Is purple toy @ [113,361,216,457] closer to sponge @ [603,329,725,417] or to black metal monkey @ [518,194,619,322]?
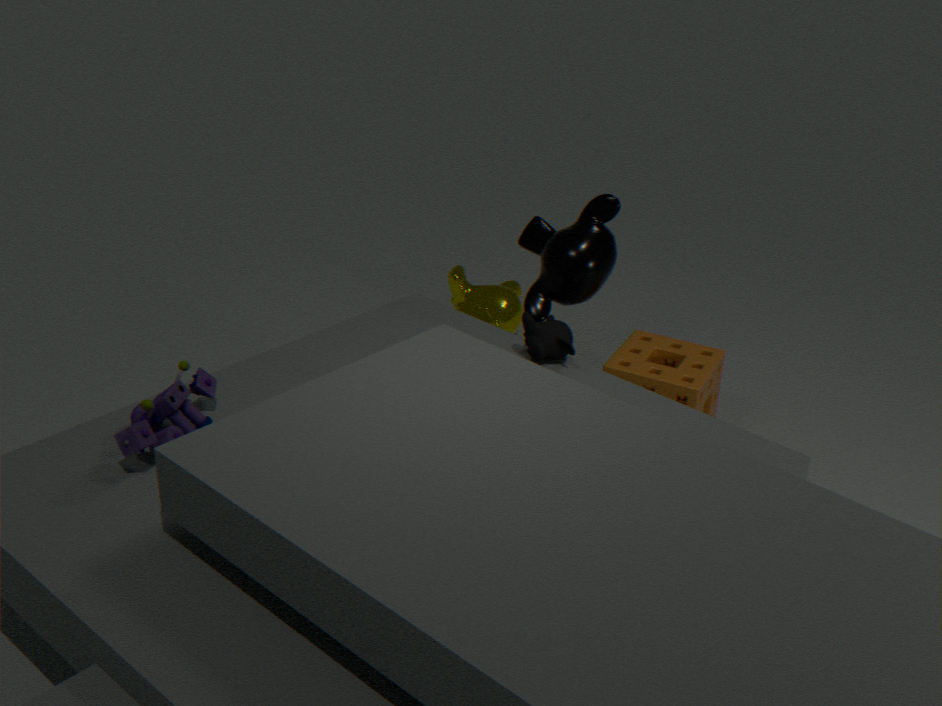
black metal monkey @ [518,194,619,322]
